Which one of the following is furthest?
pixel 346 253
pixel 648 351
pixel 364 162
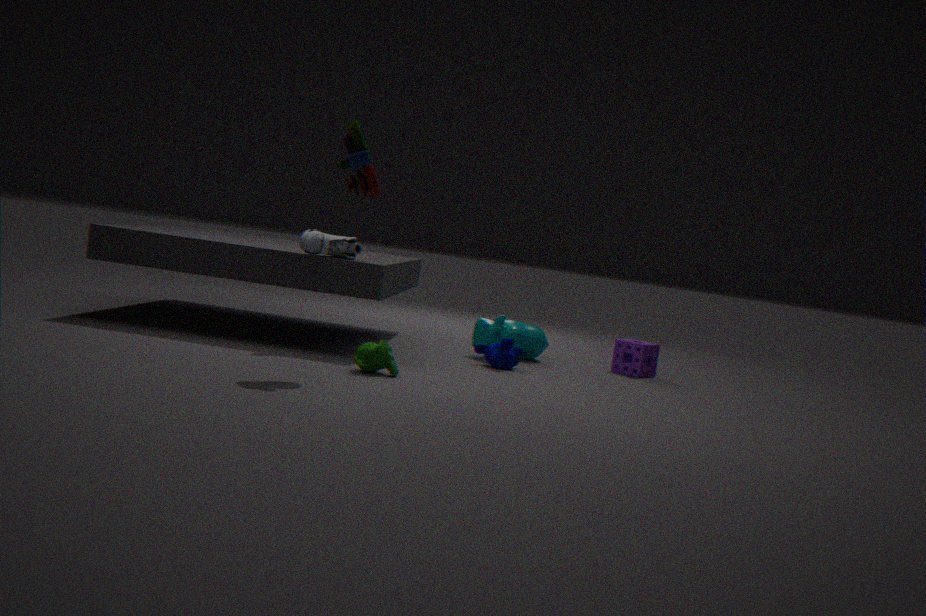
pixel 648 351
